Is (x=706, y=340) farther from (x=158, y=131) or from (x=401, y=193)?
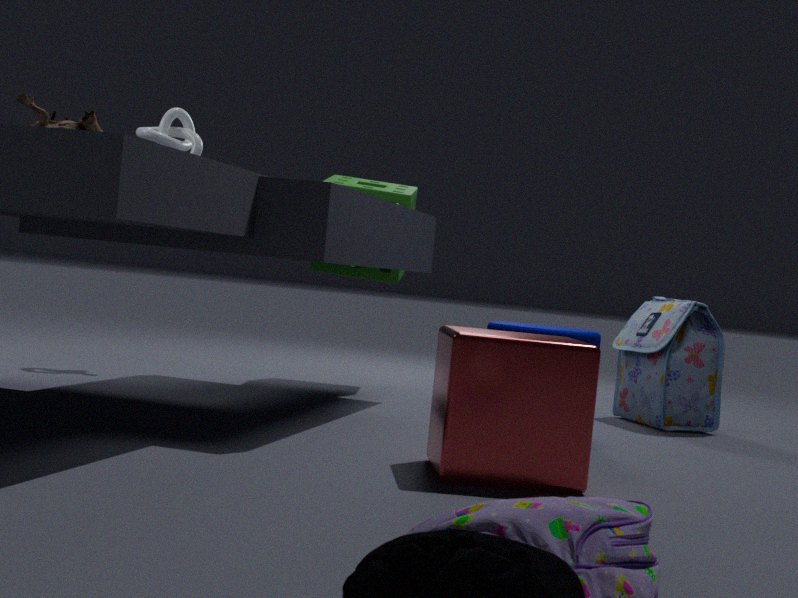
(x=158, y=131)
